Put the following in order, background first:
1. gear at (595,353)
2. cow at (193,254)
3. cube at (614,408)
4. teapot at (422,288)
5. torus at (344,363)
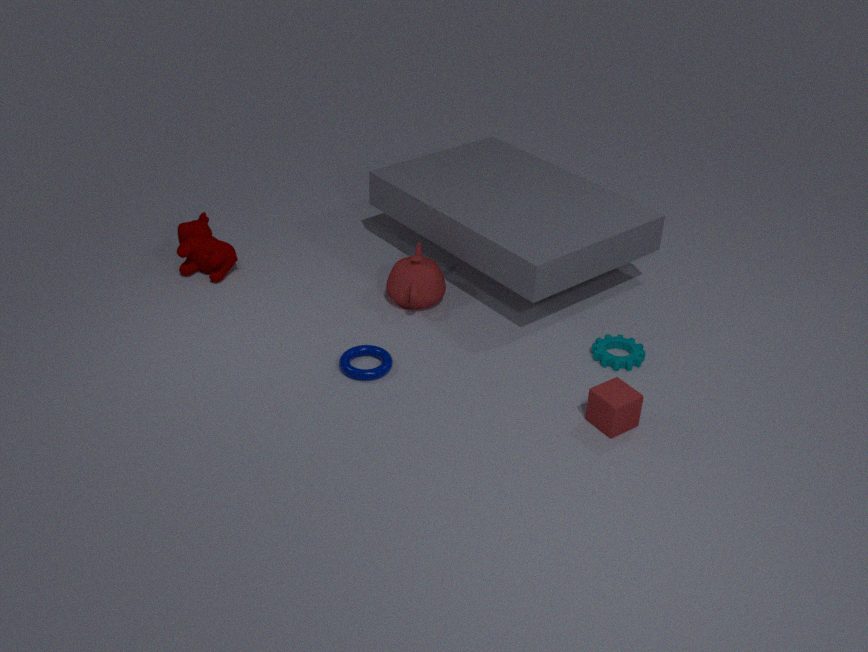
cow at (193,254) → teapot at (422,288) → gear at (595,353) → torus at (344,363) → cube at (614,408)
